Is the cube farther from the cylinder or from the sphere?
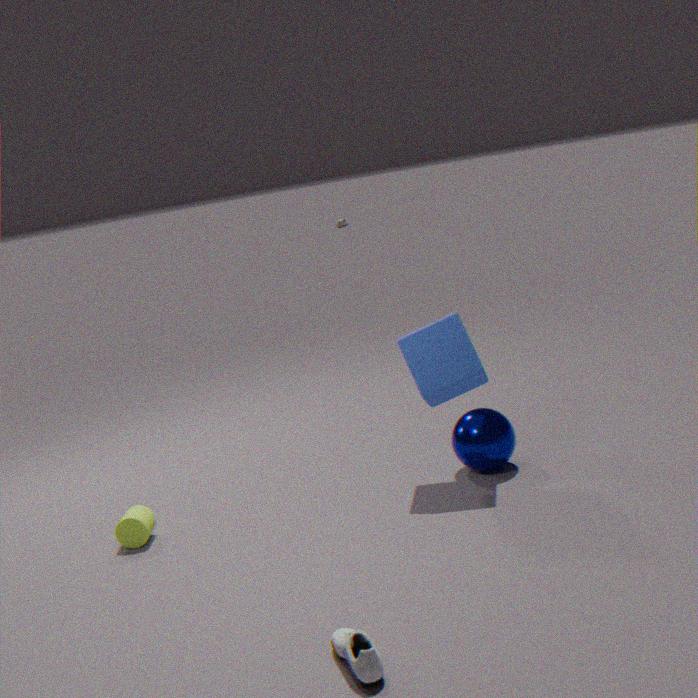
the cylinder
